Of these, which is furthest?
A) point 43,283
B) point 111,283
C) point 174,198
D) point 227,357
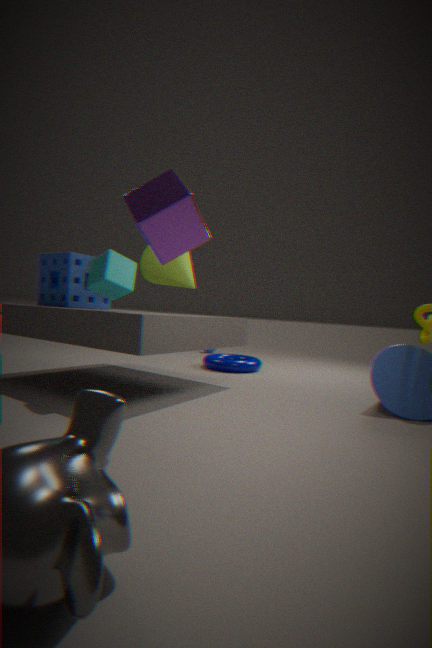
point 227,357
